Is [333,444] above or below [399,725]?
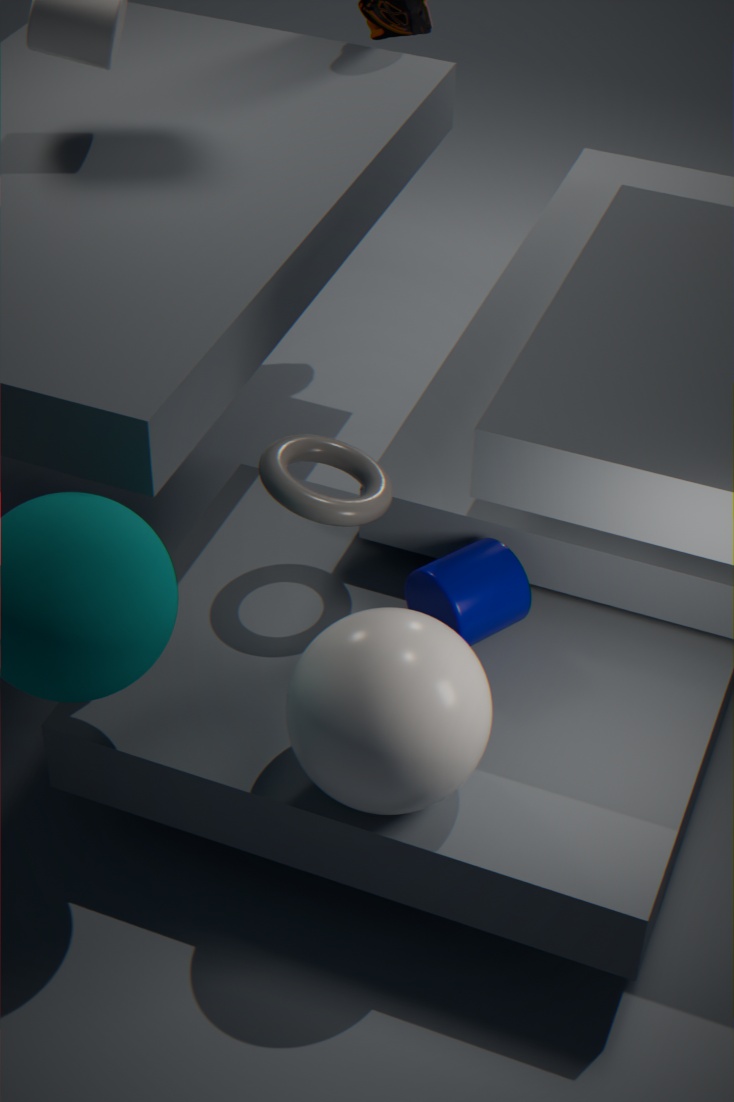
above
